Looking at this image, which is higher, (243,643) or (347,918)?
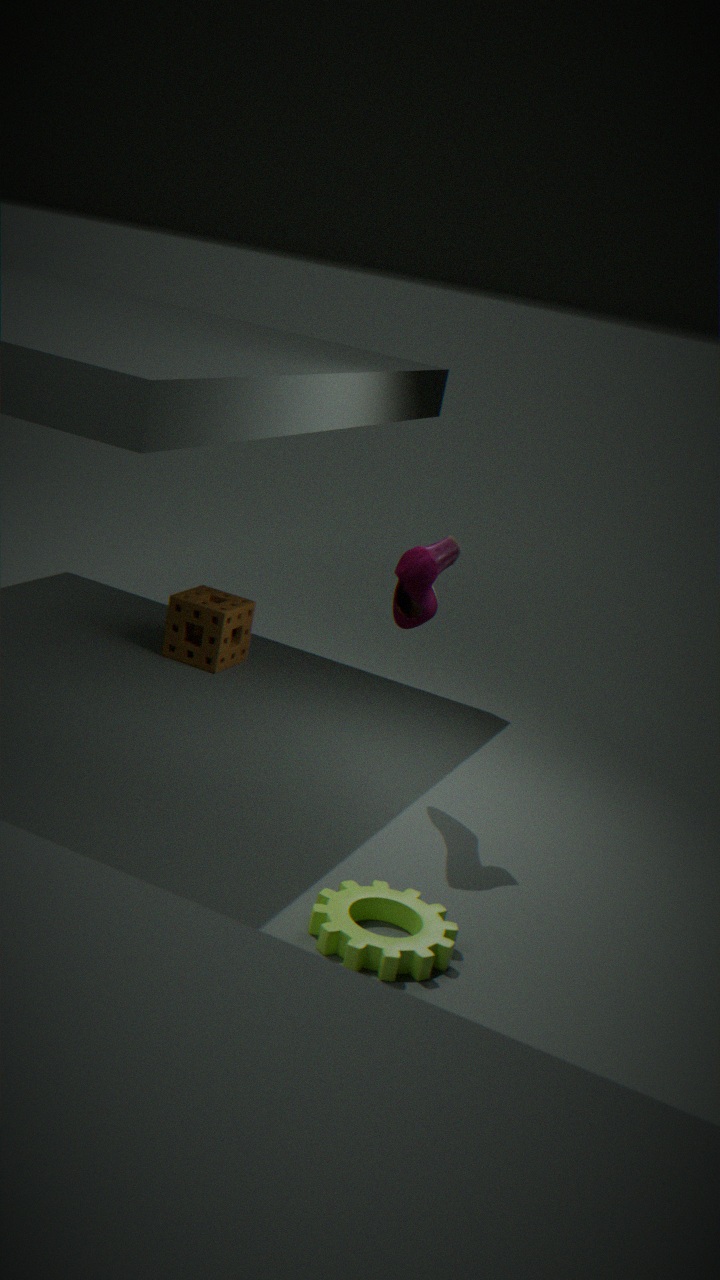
(243,643)
